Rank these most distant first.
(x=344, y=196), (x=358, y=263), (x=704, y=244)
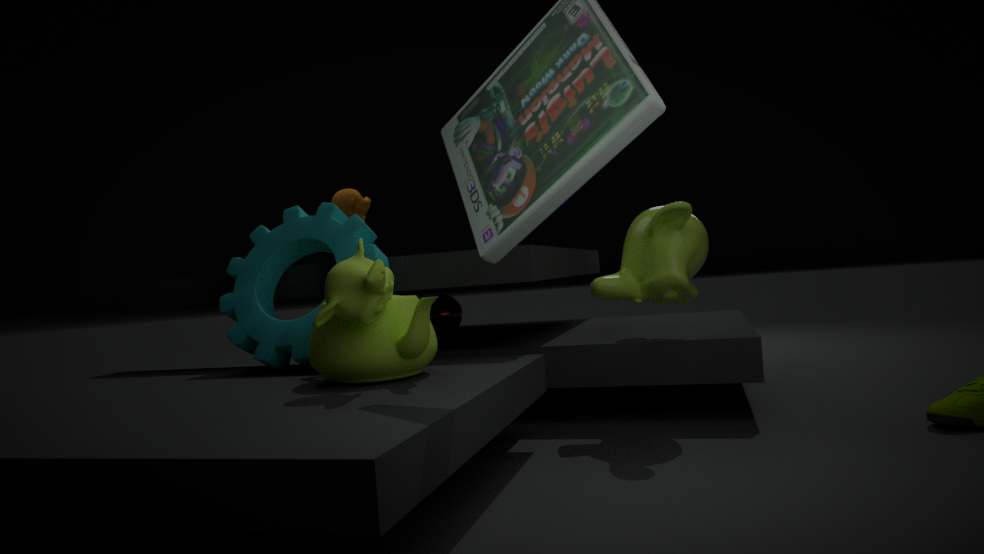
(x=344, y=196) → (x=704, y=244) → (x=358, y=263)
